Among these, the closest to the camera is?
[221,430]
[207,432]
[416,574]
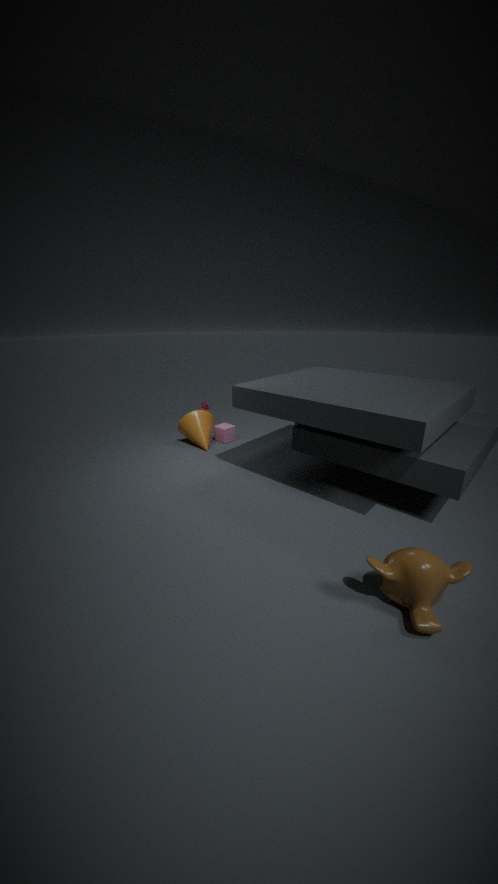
[416,574]
